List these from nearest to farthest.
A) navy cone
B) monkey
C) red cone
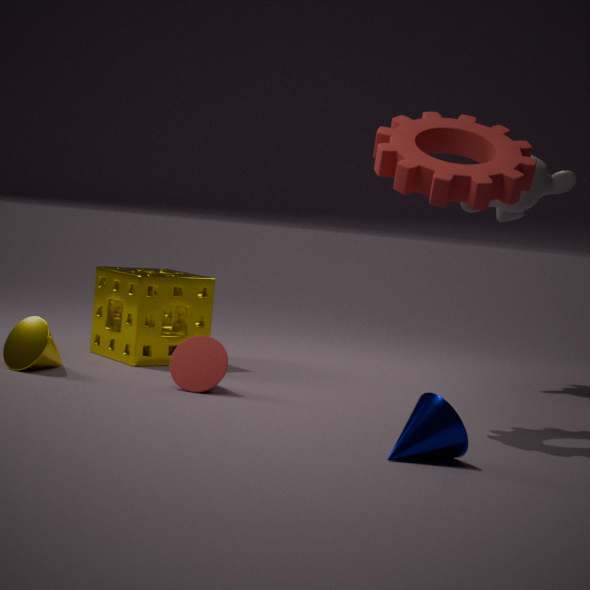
navy cone < red cone < monkey
